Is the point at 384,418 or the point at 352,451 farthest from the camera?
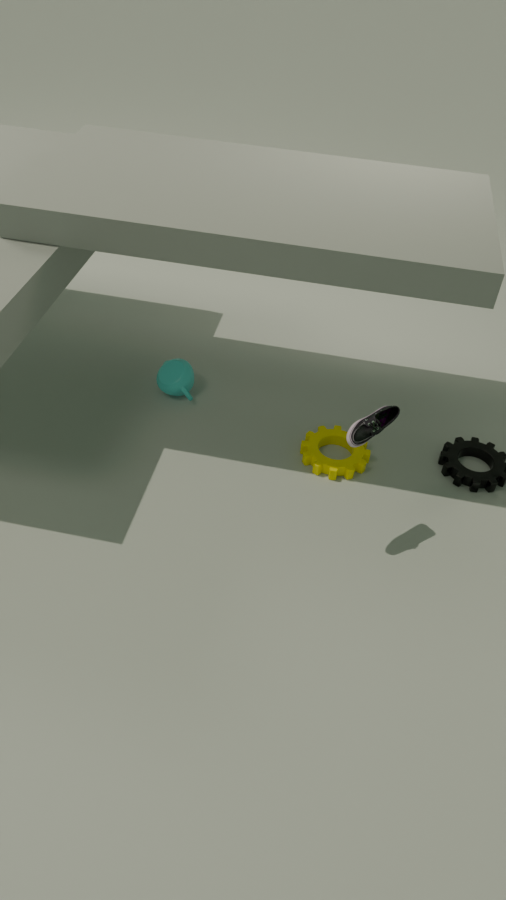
the point at 352,451
